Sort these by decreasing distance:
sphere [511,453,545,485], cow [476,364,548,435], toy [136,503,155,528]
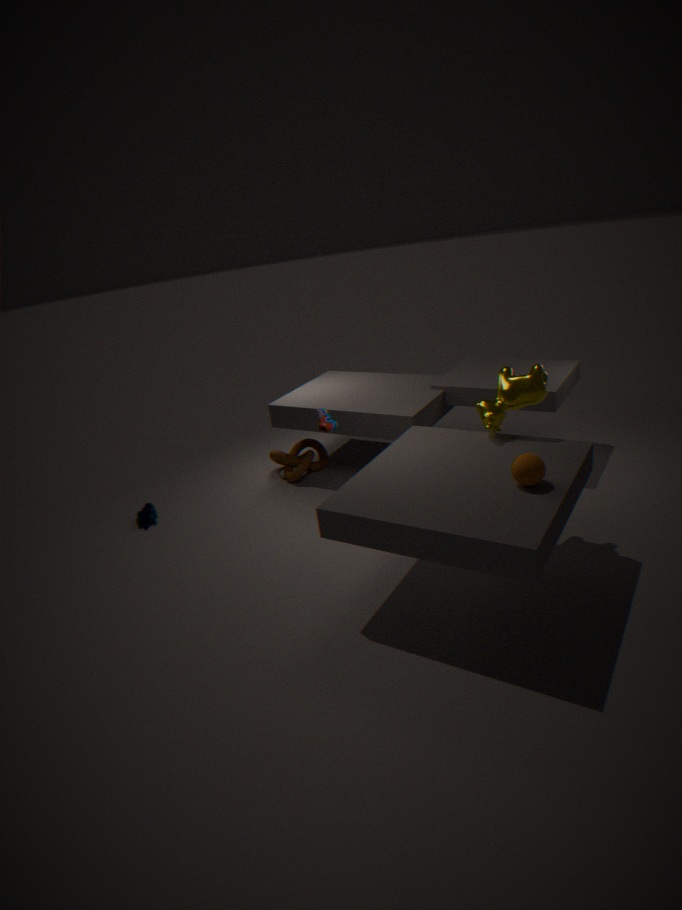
1. toy [136,503,155,528]
2. cow [476,364,548,435]
3. sphere [511,453,545,485]
